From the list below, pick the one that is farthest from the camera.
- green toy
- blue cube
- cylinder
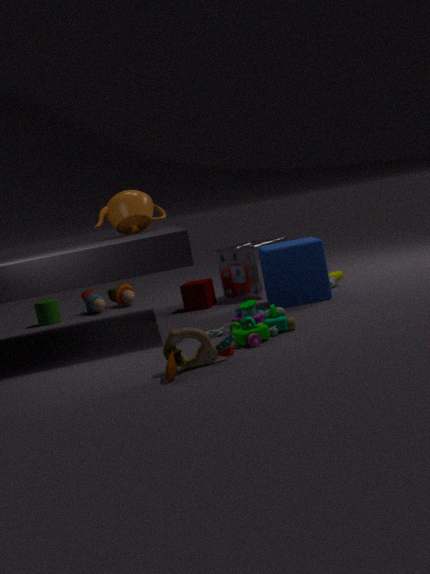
cylinder
